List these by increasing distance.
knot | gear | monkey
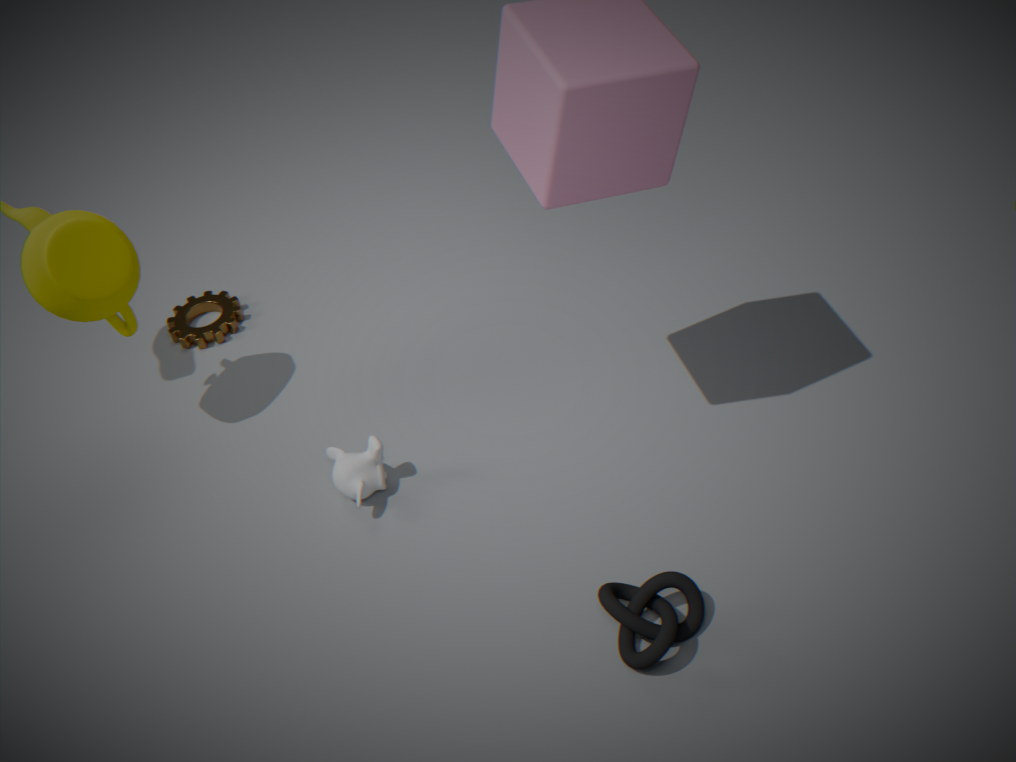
knot, monkey, gear
